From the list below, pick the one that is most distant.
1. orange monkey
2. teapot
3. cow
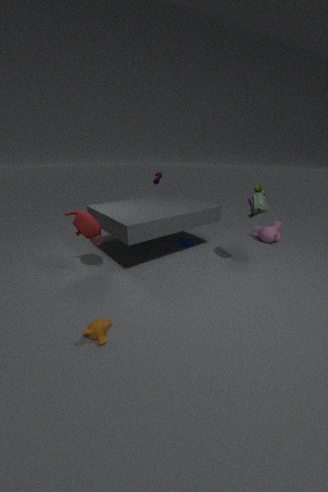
cow
